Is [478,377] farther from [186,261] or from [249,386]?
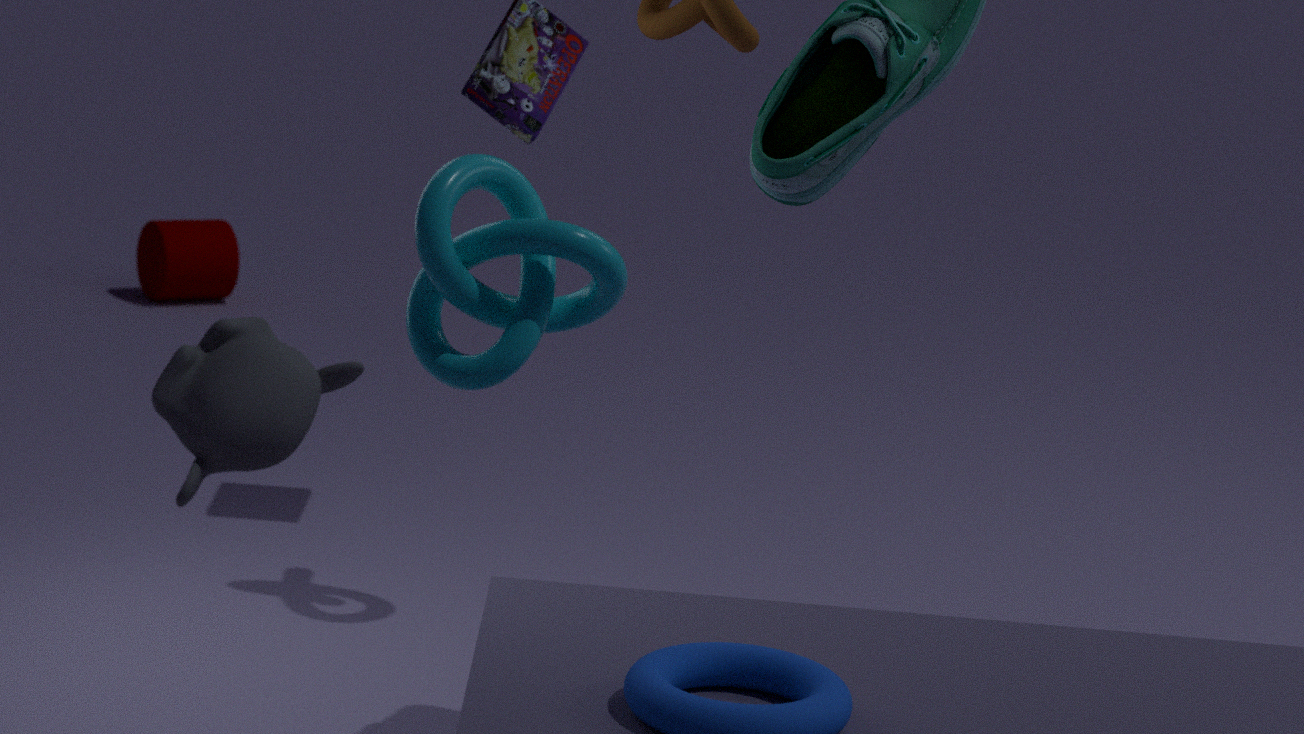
[186,261]
